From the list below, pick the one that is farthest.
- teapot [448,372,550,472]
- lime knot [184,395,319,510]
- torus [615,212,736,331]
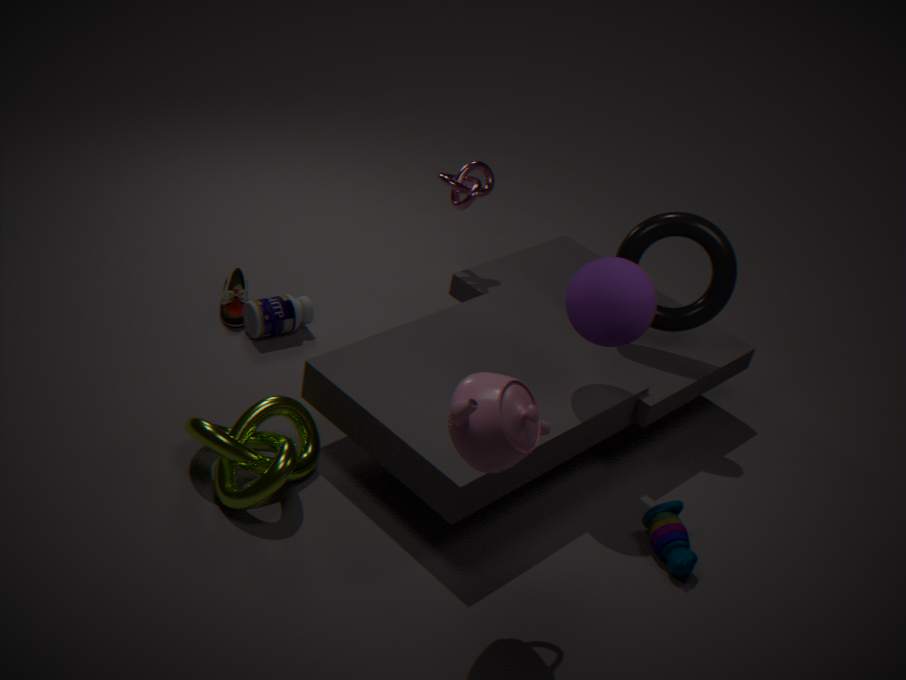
torus [615,212,736,331]
